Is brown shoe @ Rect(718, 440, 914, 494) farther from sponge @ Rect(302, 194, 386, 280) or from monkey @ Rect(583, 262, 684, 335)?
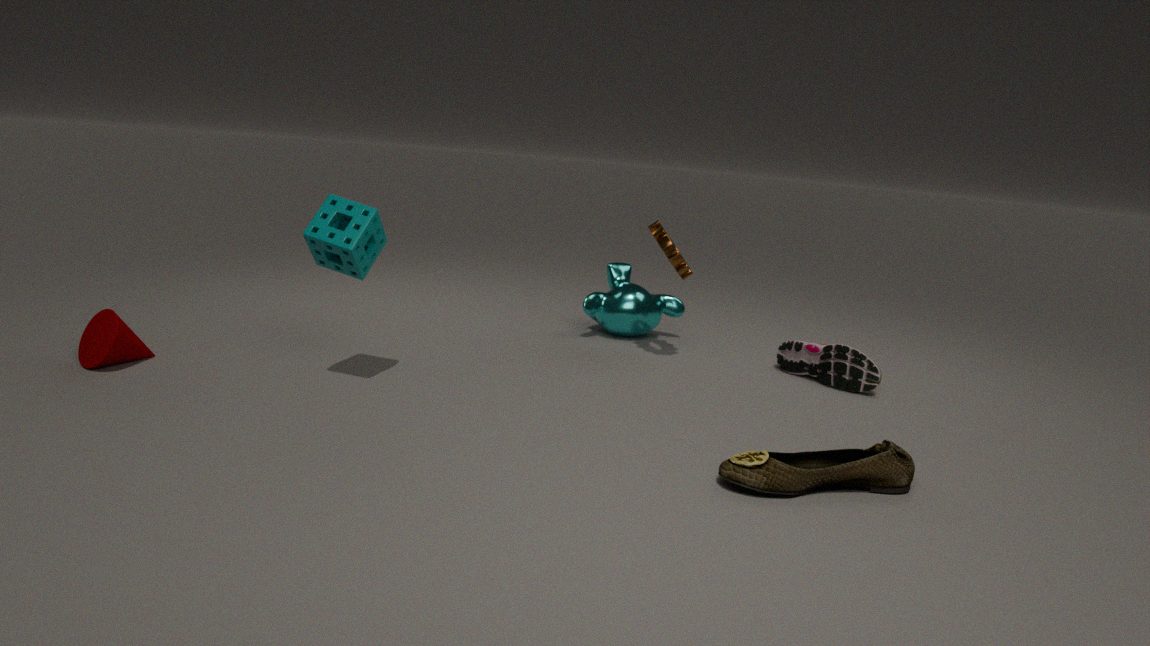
monkey @ Rect(583, 262, 684, 335)
